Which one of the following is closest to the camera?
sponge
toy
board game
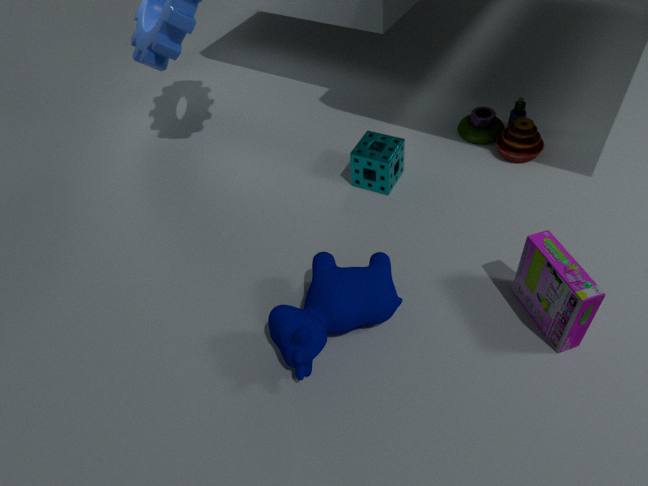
board game
